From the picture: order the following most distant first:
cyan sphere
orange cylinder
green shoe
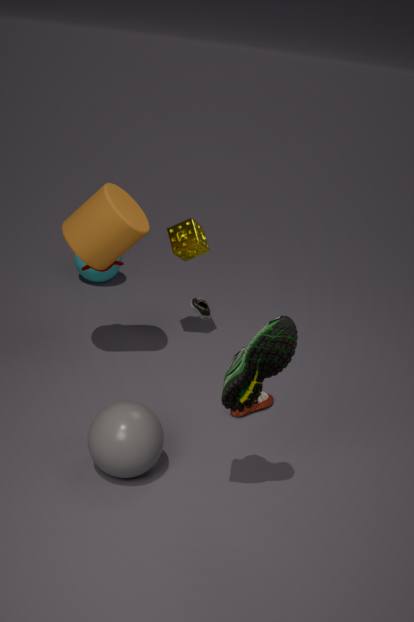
cyan sphere < orange cylinder < green shoe
